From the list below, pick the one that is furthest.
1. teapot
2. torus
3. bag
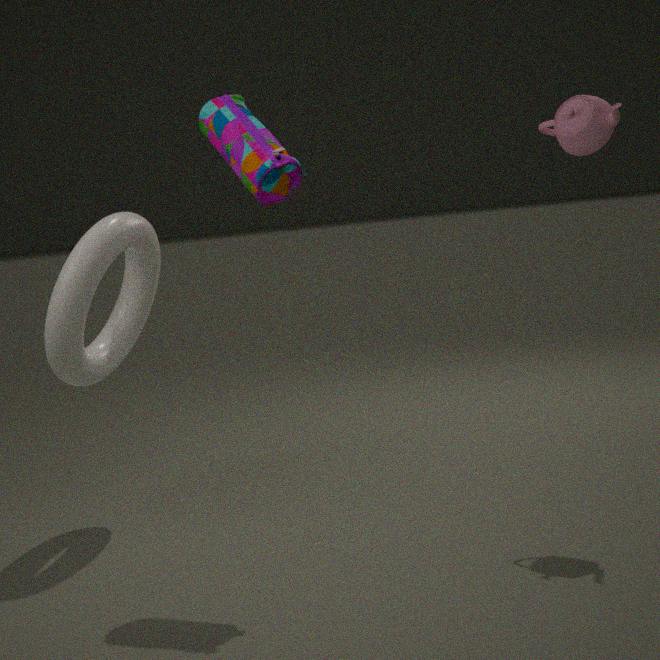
torus
